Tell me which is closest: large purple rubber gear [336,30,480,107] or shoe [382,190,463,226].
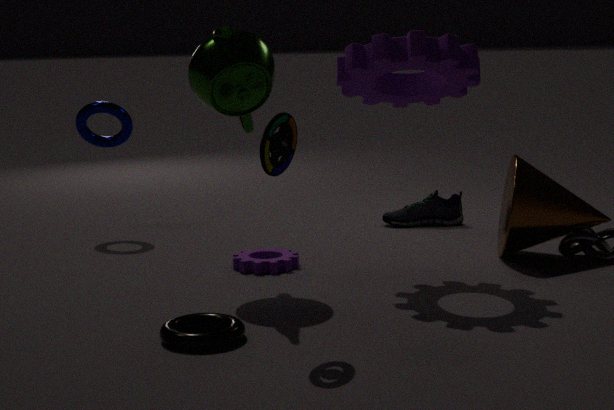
large purple rubber gear [336,30,480,107]
